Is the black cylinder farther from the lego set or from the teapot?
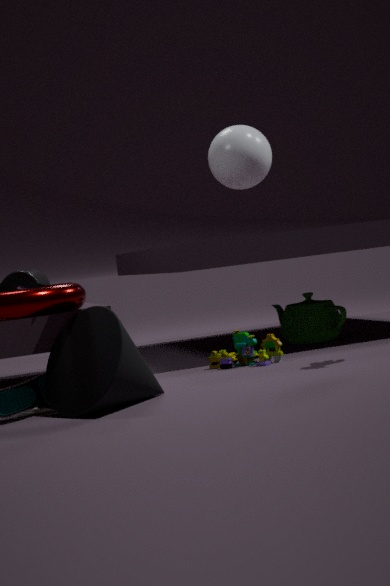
the teapot
